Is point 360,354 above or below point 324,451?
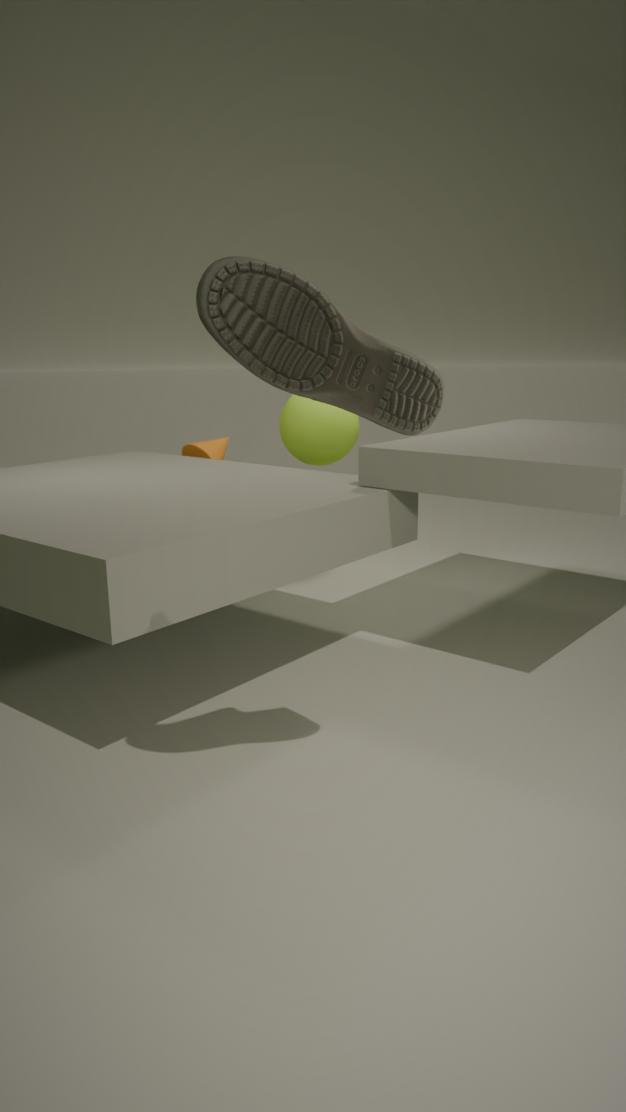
above
